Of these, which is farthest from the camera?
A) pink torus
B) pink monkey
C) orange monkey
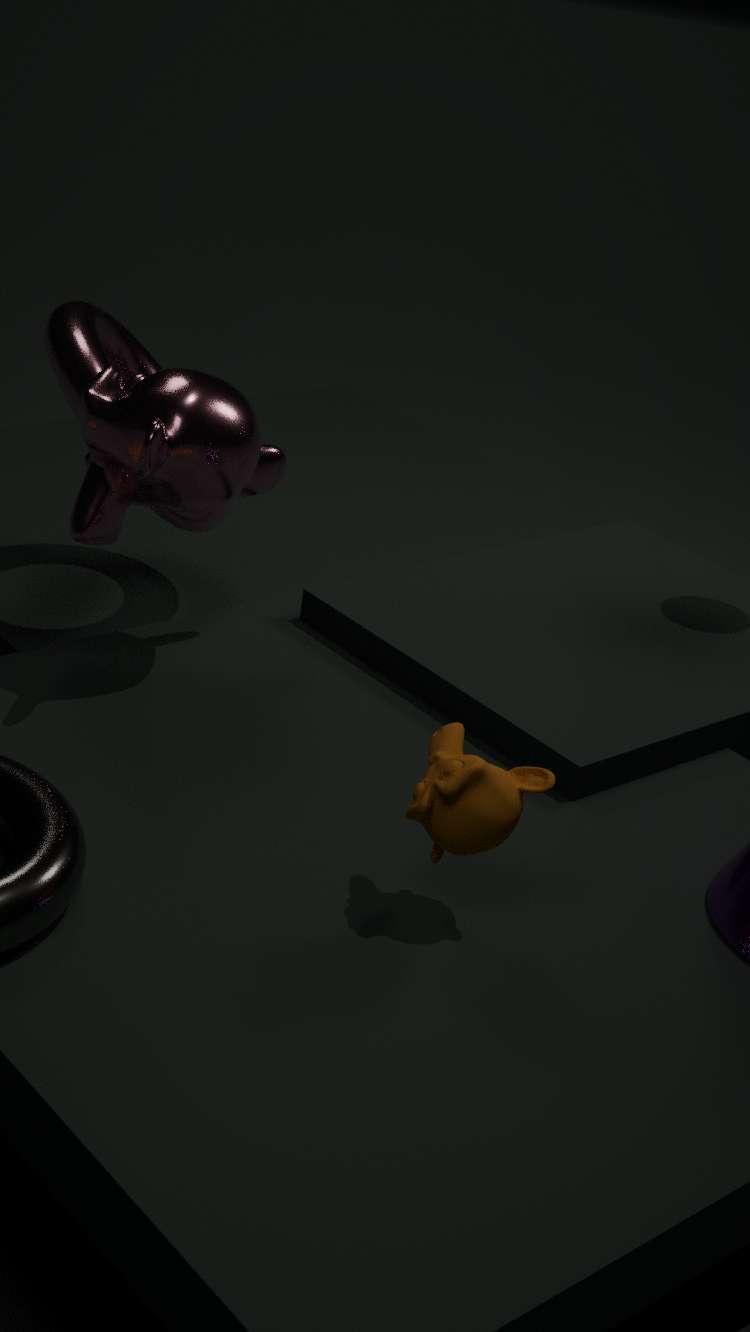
pink torus
